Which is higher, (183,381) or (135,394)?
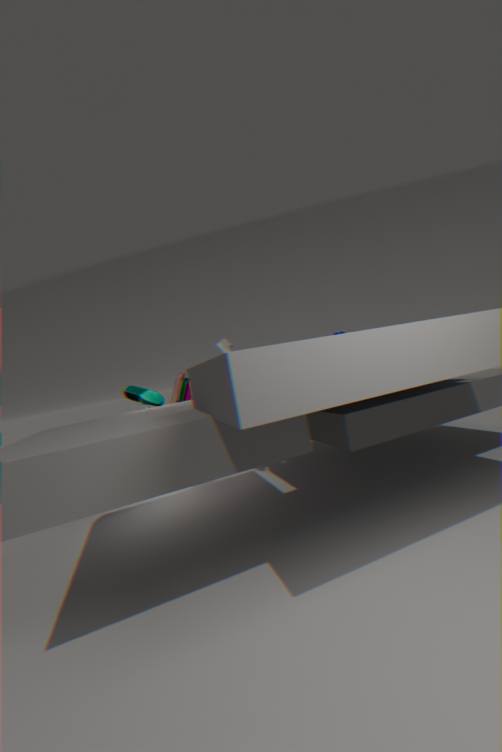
(135,394)
